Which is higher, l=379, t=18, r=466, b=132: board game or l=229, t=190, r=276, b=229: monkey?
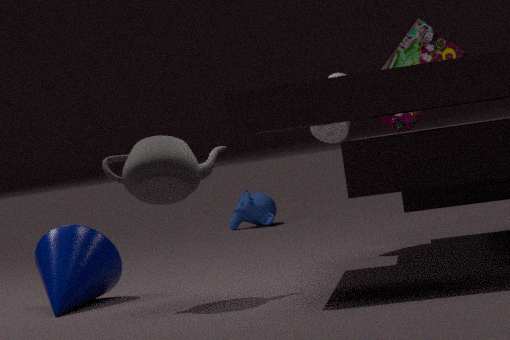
l=379, t=18, r=466, b=132: board game
